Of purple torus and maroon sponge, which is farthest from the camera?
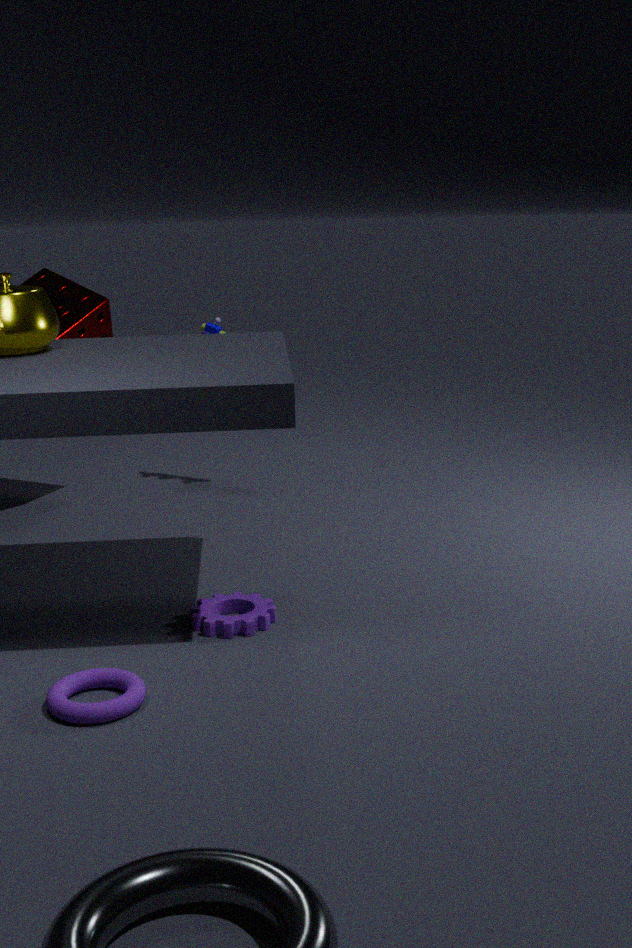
maroon sponge
